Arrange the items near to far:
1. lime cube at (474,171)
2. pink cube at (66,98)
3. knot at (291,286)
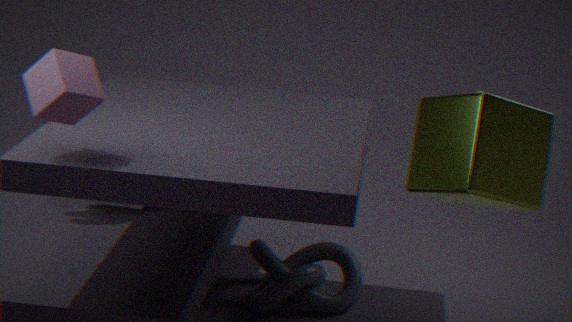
1. pink cube at (66,98)
2. lime cube at (474,171)
3. knot at (291,286)
